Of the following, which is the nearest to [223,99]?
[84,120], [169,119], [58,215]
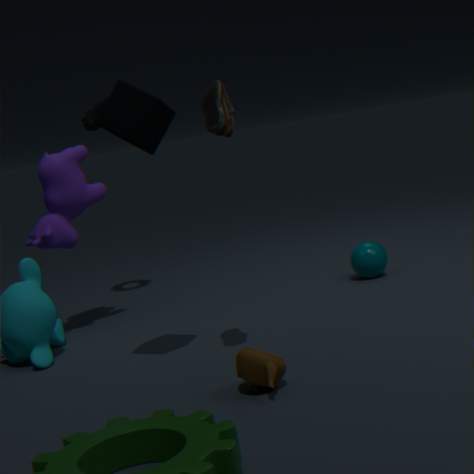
[169,119]
